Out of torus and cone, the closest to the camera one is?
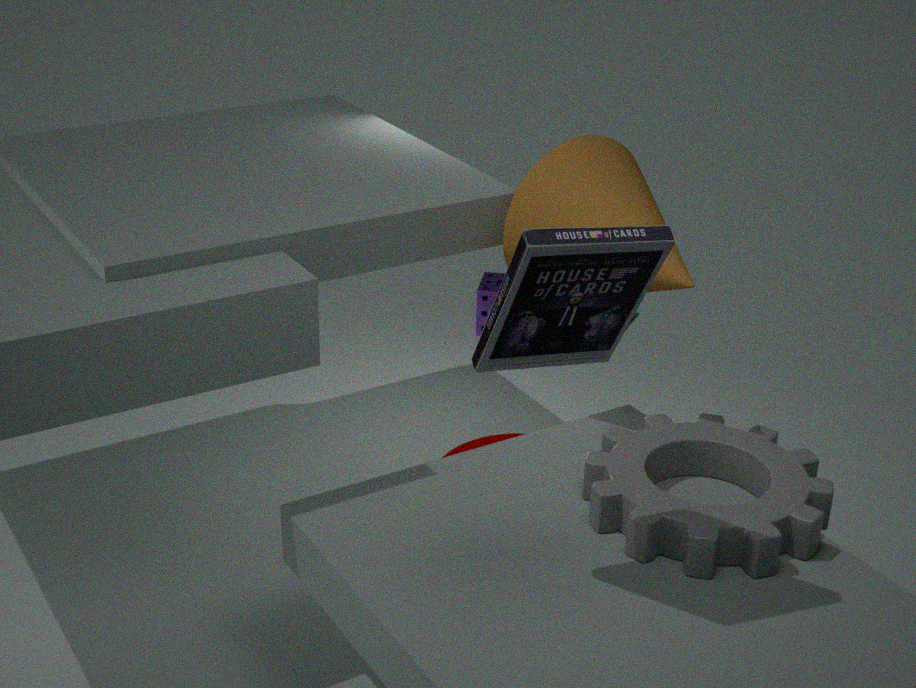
cone
